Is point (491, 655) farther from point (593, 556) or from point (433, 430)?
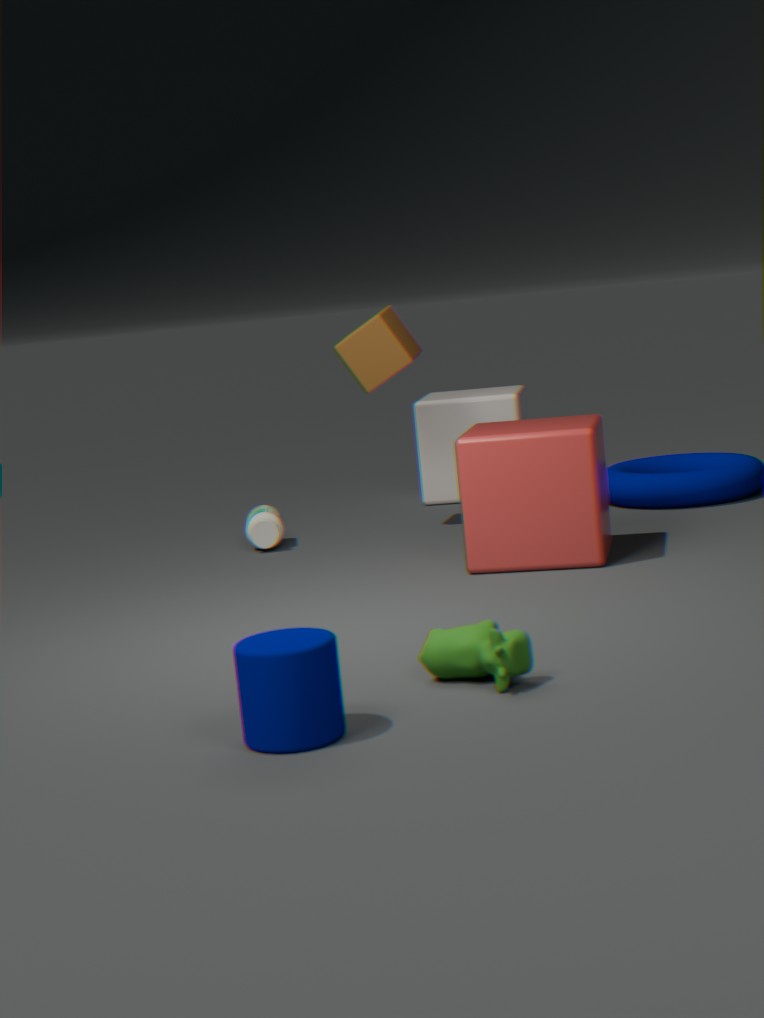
point (433, 430)
